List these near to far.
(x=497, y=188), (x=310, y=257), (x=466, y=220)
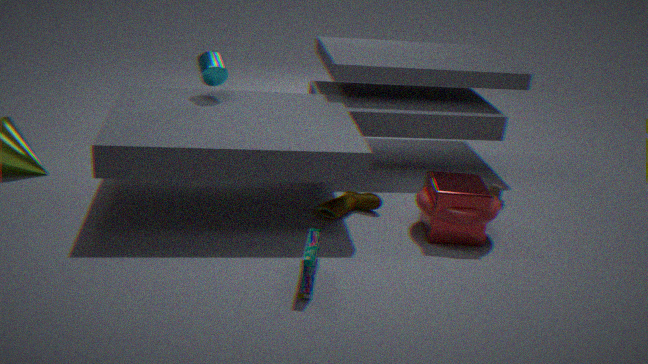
1. (x=310, y=257)
2. (x=466, y=220)
3. (x=497, y=188)
